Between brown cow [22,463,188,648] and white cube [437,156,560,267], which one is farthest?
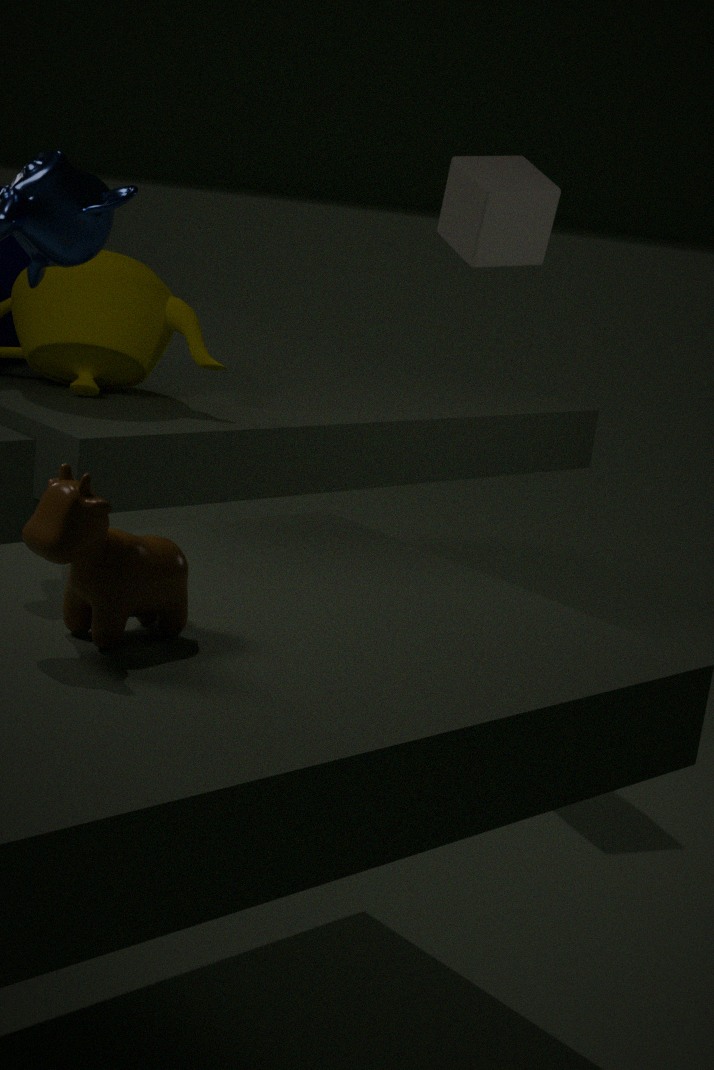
white cube [437,156,560,267]
